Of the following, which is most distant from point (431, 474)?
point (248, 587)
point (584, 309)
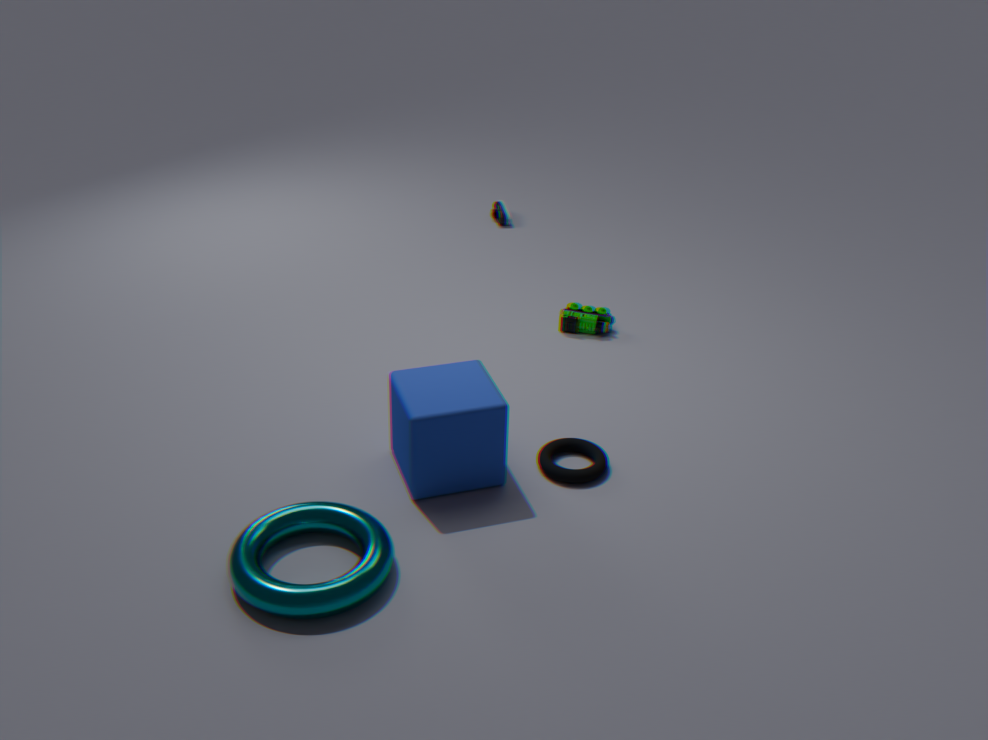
point (584, 309)
